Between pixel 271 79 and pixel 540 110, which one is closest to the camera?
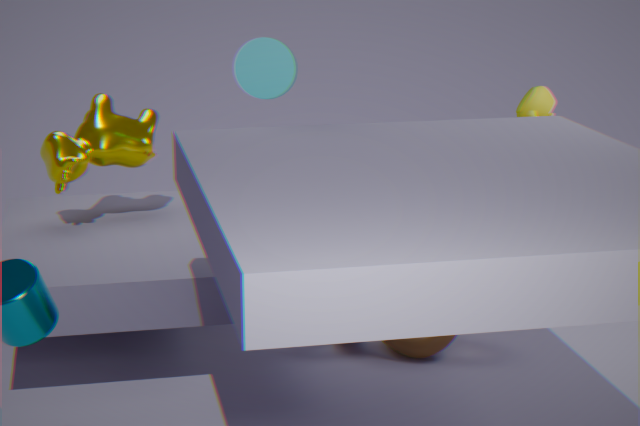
pixel 271 79
